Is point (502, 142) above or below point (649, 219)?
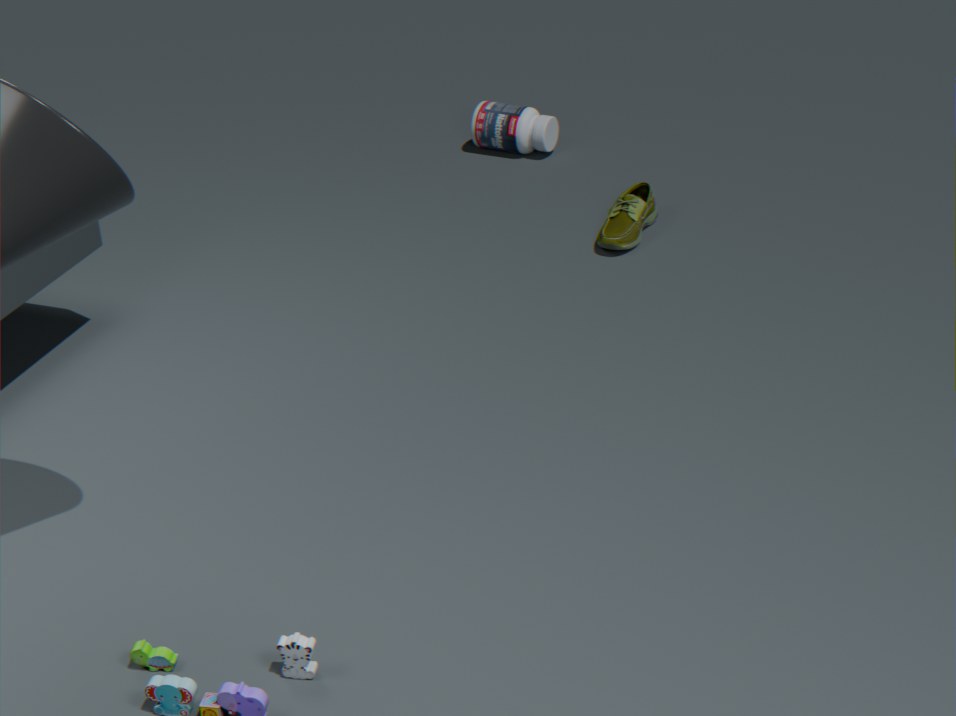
above
